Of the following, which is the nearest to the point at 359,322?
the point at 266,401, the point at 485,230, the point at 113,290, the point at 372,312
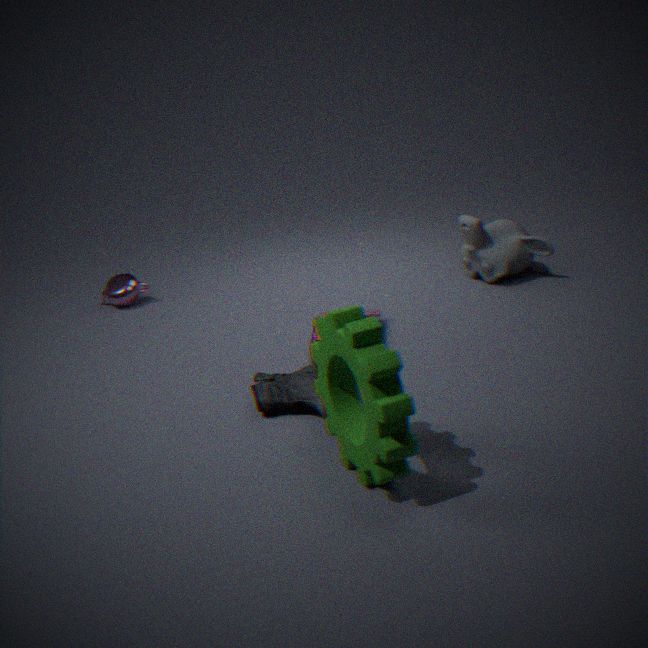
the point at 266,401
